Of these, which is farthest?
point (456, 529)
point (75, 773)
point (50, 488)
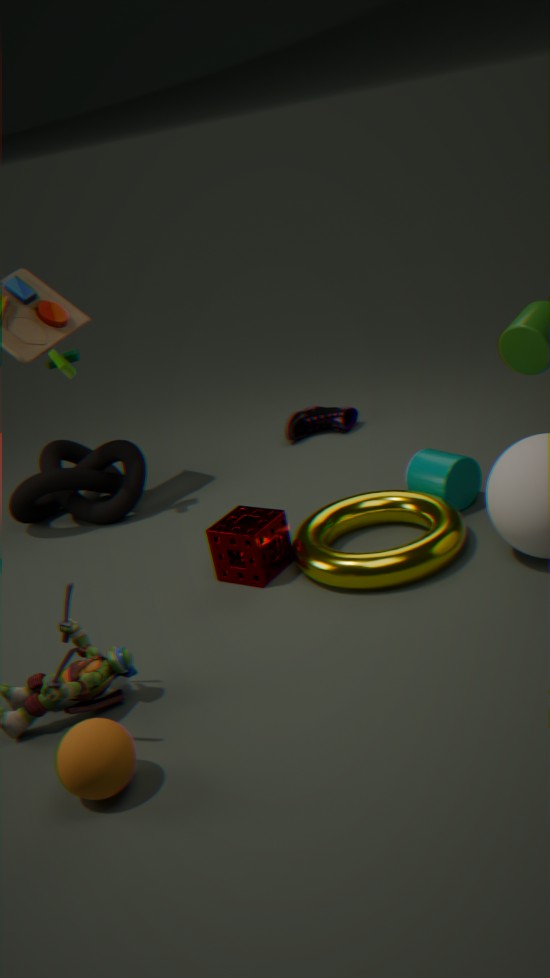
point (50, 488)
